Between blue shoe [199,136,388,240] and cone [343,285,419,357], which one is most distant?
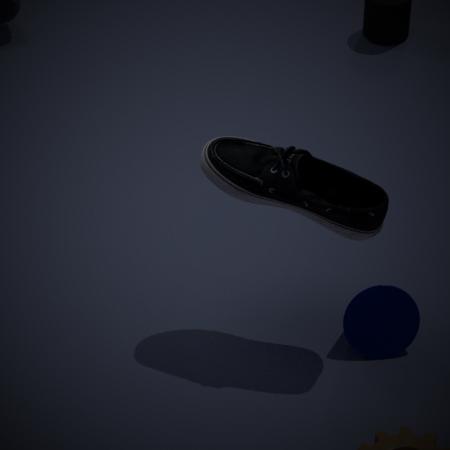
cone [343,285,419,357]
